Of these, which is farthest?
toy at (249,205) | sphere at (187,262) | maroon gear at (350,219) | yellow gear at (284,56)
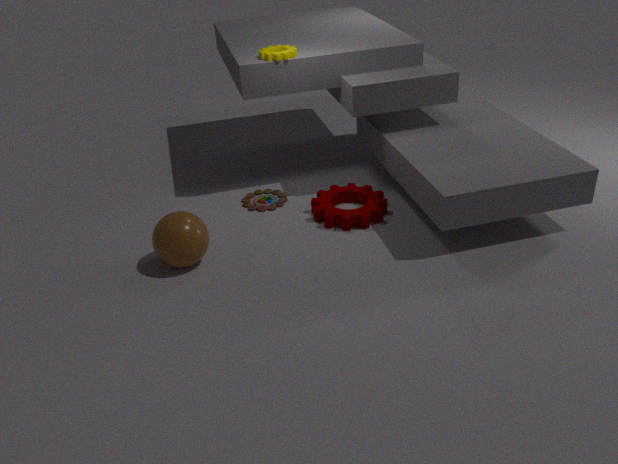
toy at (249,205)
